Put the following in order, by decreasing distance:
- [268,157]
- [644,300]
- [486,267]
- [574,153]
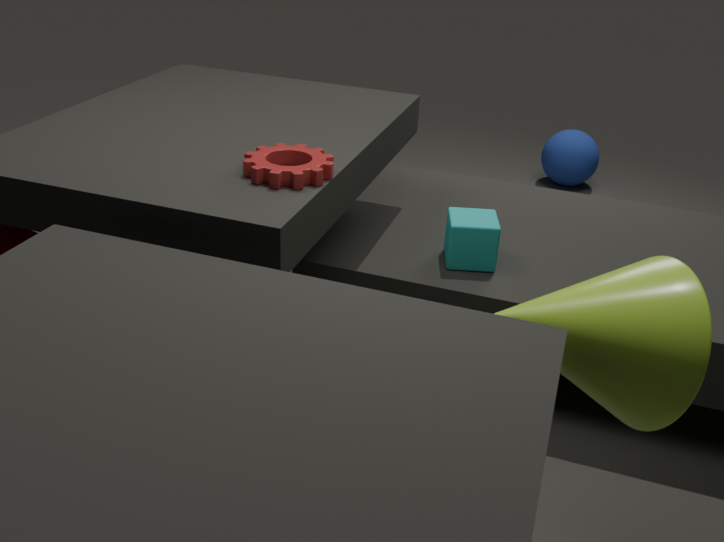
[574,153] → [486,267] → [268,157] → [644,300]
